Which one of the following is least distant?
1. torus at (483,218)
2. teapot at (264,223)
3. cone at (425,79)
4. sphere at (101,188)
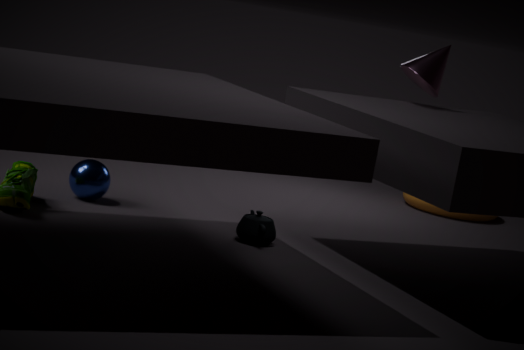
teapot at (264,223)
